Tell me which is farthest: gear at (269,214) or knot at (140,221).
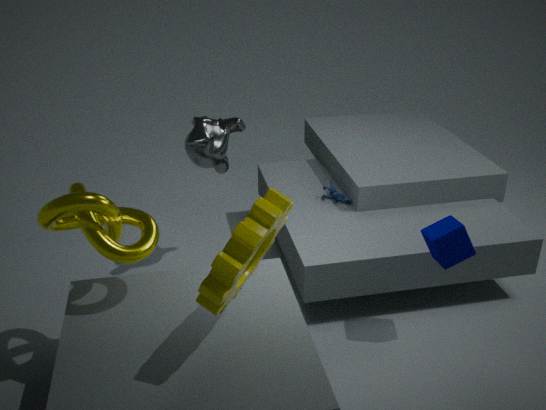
knot at (140,221)
